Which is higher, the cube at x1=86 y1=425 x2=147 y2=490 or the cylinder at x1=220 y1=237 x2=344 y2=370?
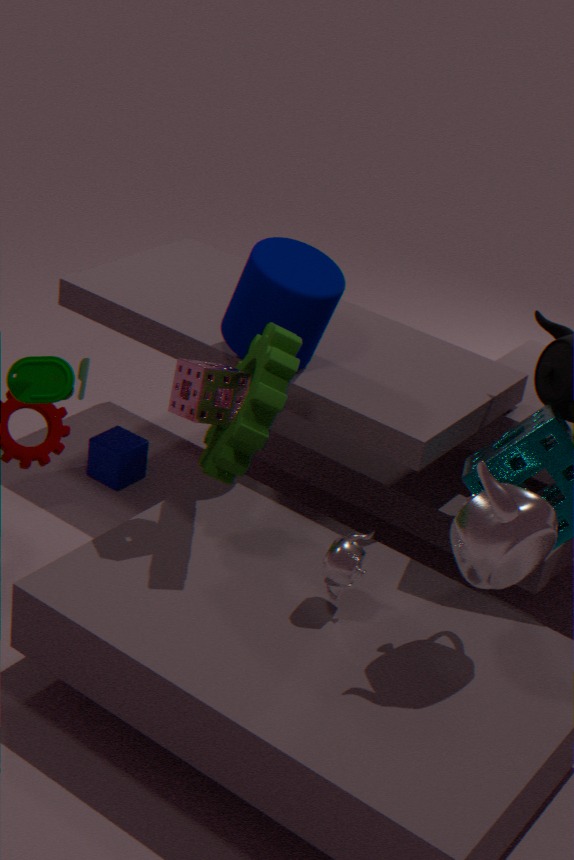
the cylinder at x1=220 y1=237 x2=344 y2=370
